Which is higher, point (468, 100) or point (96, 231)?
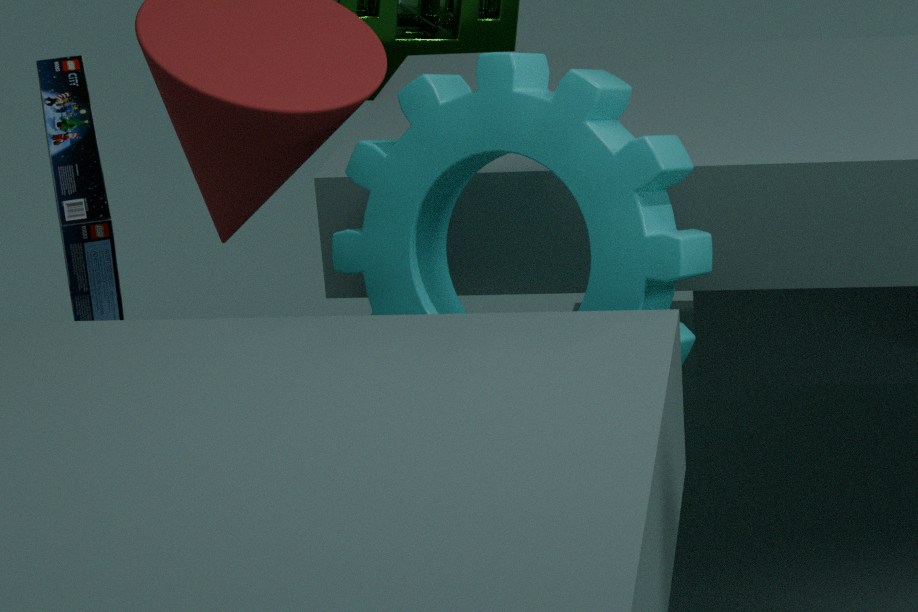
point (468, 100)
